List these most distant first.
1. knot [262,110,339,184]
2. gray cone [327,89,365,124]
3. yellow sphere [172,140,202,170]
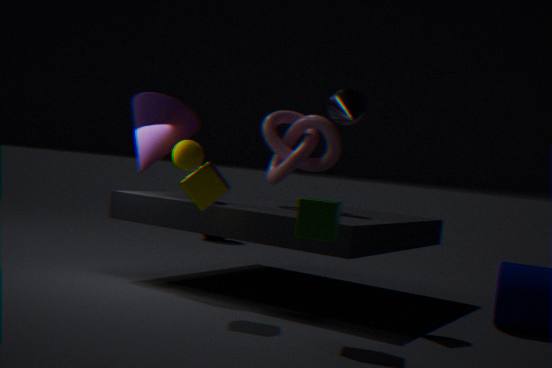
1. knot [262,110,339,184]
2. yellow sphere [172,140,202,170]
3. gray cone [327,89,365,124]
